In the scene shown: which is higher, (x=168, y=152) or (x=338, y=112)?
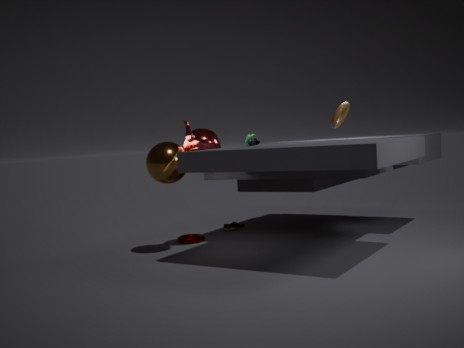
(x=338, y=112)
